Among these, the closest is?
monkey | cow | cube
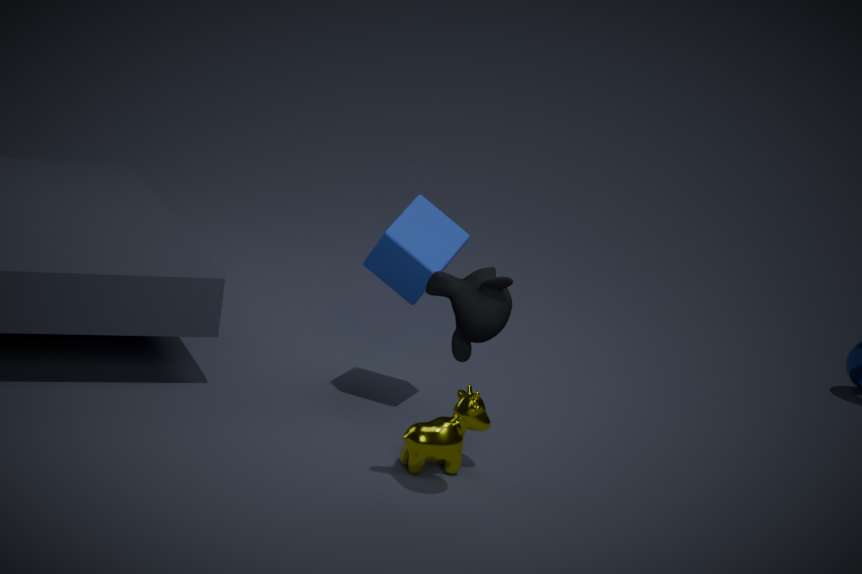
monkey
